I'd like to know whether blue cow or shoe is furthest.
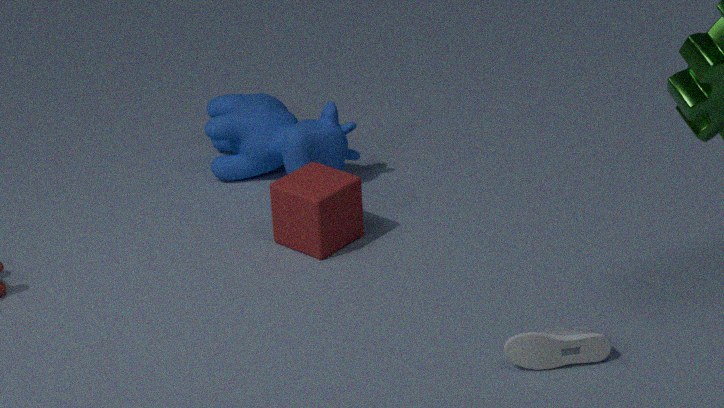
blue cow
